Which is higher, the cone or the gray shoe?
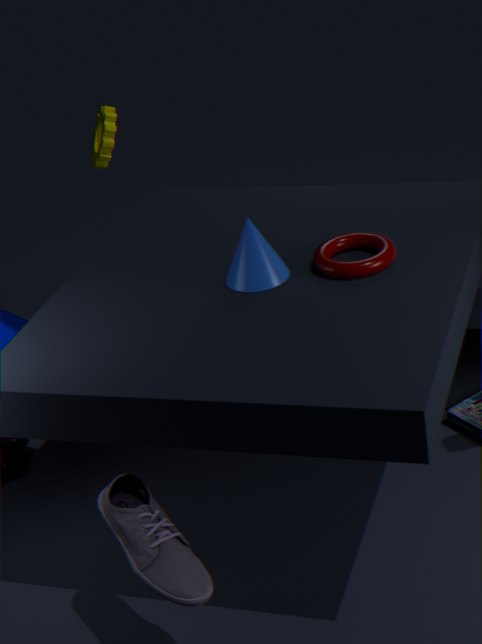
the cone
